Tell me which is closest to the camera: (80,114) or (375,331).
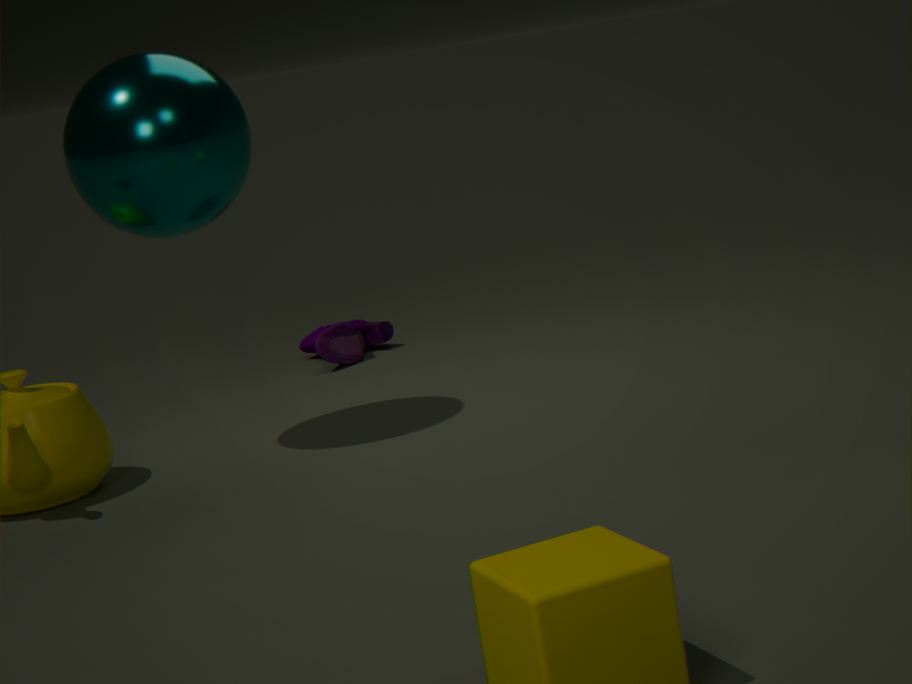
(80,114)
